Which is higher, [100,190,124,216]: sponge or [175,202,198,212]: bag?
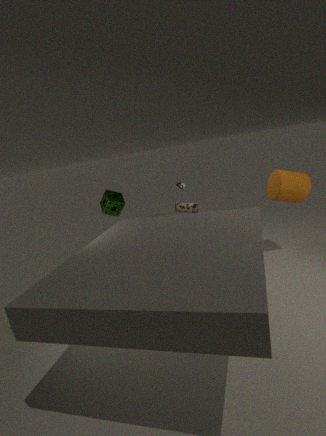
[100,190,124,216]: sponge
